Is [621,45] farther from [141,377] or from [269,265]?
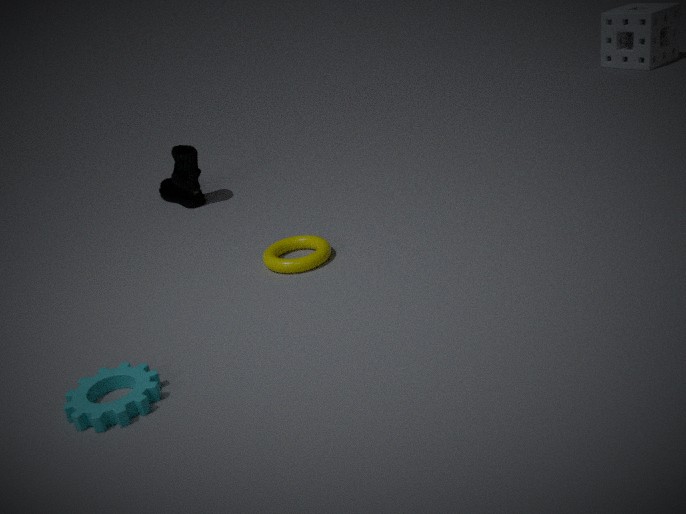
[141,377]
